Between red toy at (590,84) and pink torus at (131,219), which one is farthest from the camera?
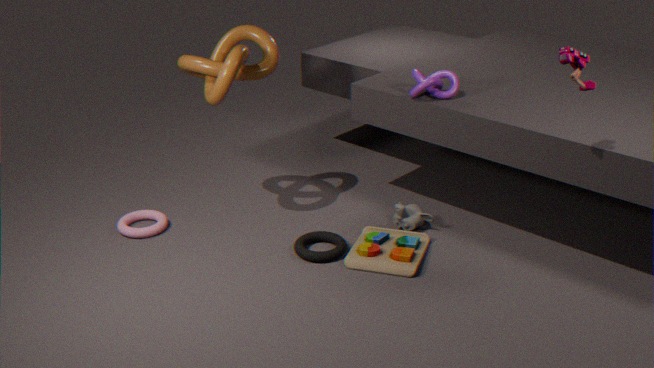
pink torus at (131,219)
